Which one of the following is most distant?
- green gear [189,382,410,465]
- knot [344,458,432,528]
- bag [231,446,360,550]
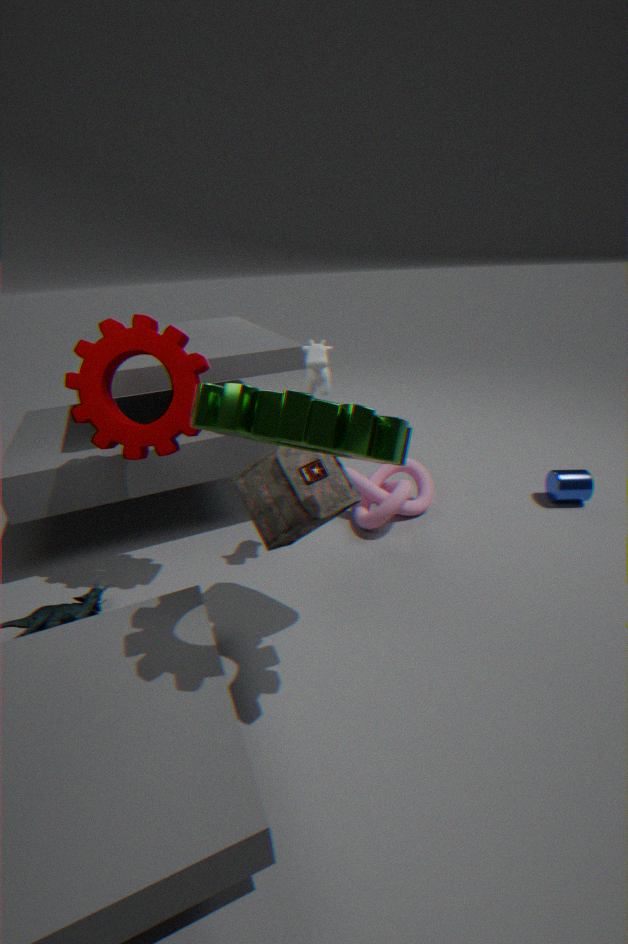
knot [344,458,432,528]
